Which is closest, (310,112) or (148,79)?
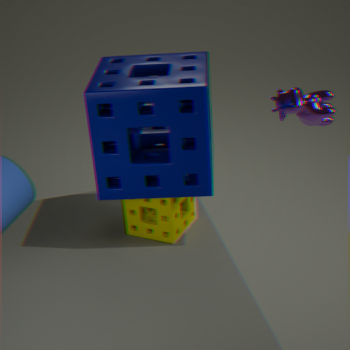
(148,79)
